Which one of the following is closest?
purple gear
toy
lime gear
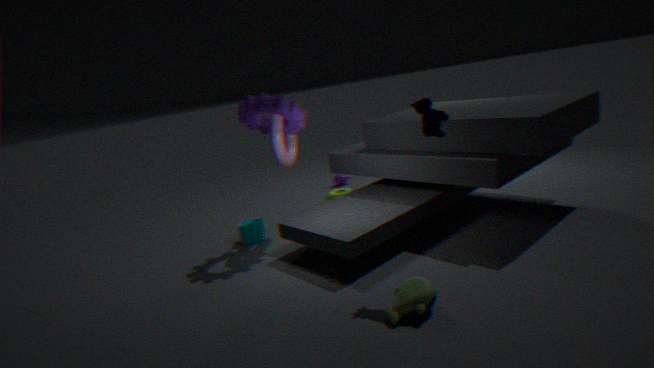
toy
